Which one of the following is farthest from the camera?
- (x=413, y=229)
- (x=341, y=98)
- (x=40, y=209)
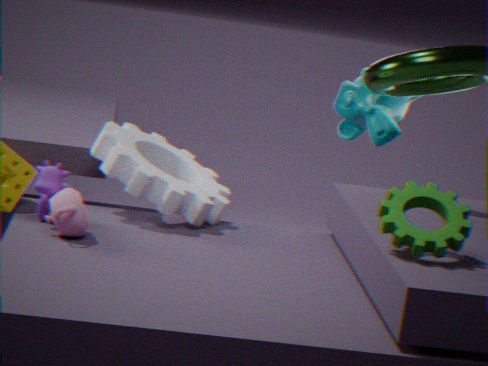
(x=341, y=98)
